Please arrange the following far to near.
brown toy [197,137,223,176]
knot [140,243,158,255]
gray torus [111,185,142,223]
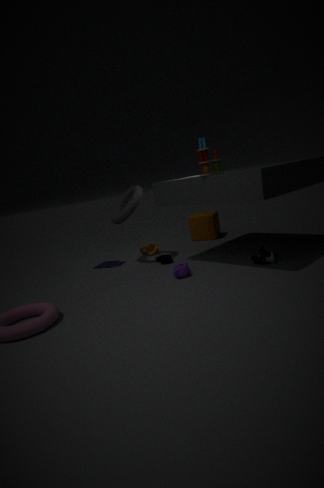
knot [140,243,158,255]
gray torus [111,185,142,223]
brown toy [197,137,223,176]
